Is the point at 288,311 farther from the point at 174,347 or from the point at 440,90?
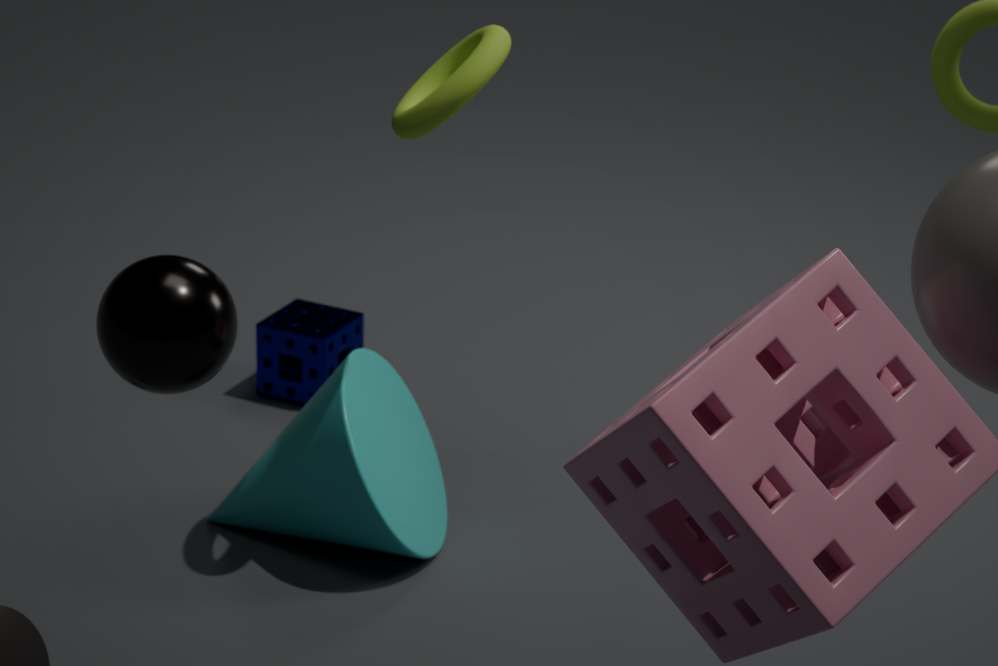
the point at 174,347
